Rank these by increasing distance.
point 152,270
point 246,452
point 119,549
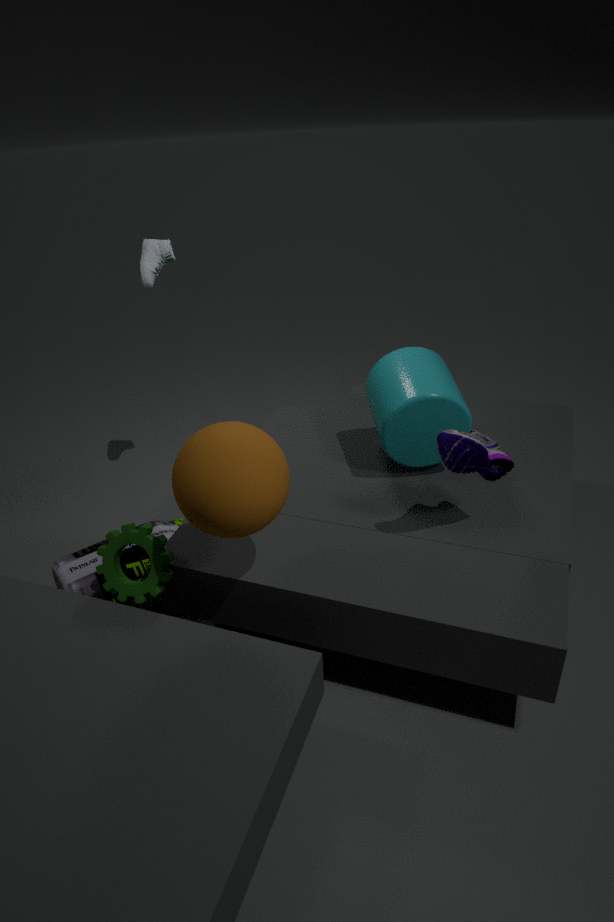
point 246,452, point 119,549, point 152,270
